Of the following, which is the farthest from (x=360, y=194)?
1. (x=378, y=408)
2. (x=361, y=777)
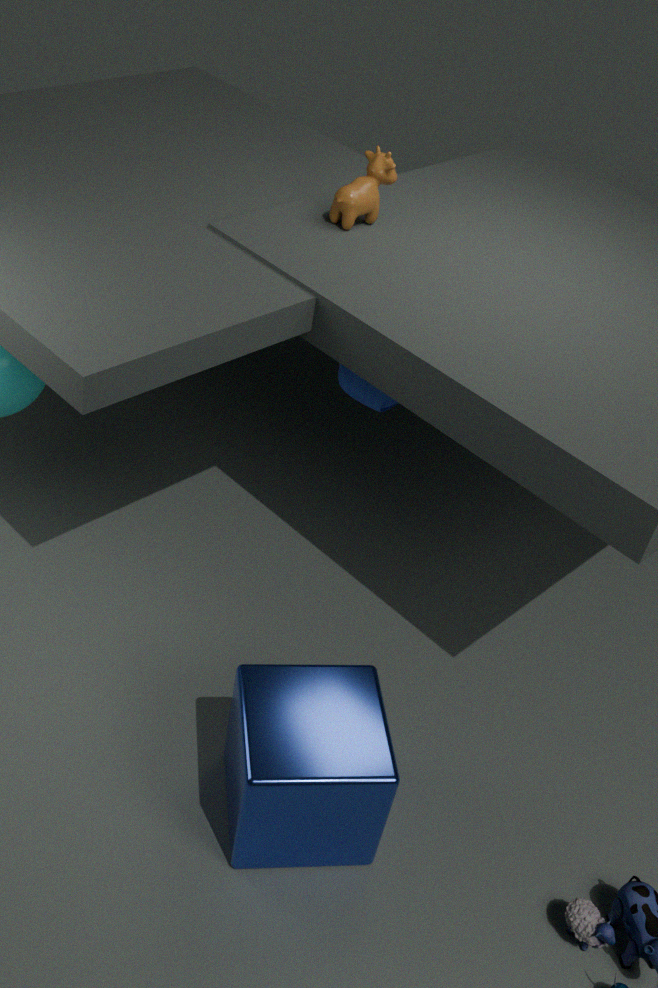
(x=361, y=777)
